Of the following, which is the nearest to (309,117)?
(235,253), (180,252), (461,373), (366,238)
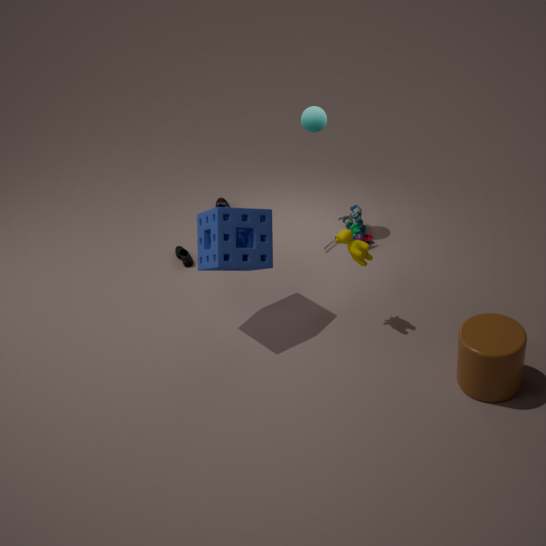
(366,238)
